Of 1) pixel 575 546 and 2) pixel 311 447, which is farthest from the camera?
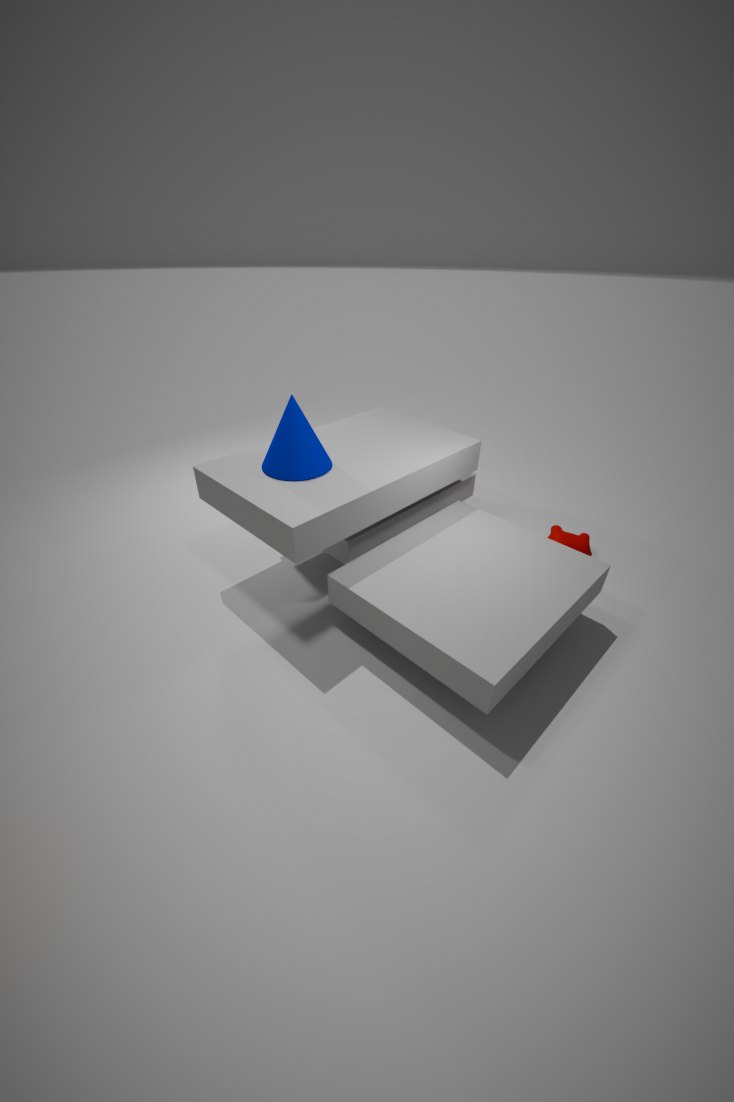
1. pixel 575 546
